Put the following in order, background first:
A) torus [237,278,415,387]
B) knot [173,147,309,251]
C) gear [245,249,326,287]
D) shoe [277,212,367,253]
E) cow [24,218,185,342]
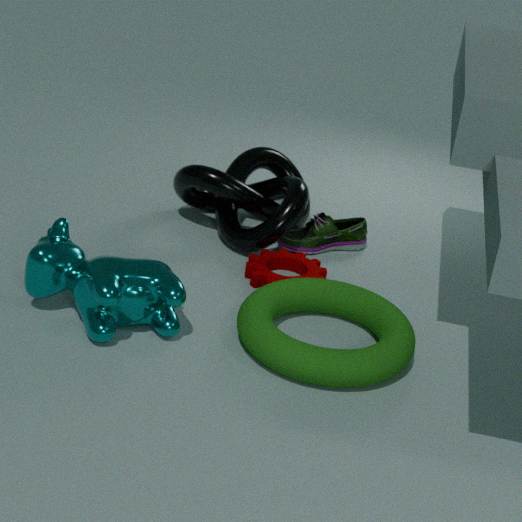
shoe [277,212,367,253] < knot [173,147,309,251] < gear [245,249,326,287] < cow [24,218,185,342] < torus [237,278,415,387]
